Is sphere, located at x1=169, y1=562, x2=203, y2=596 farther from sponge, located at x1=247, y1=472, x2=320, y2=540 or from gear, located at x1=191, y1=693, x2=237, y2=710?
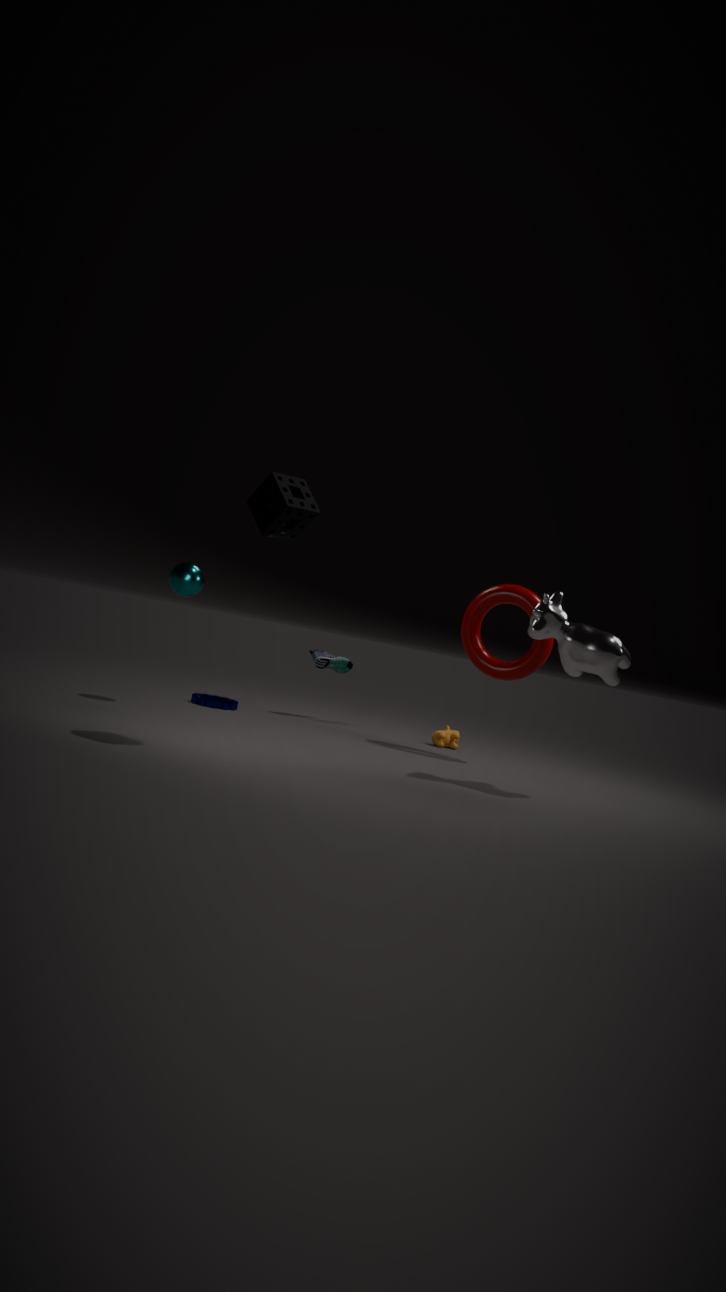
sponge, located at x1=247, y1=472, x2=320, y2=540
